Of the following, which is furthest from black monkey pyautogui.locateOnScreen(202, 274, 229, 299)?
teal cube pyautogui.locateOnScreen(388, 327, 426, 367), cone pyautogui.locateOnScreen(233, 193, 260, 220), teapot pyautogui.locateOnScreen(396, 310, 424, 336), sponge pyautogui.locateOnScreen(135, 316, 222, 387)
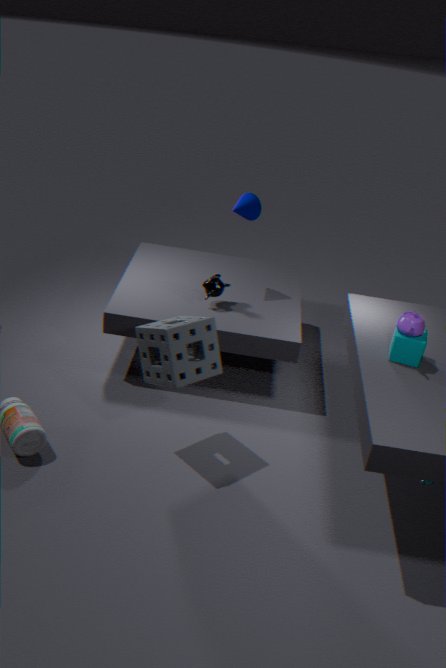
teapot pyautogui.locateOnScreen(396, 310, 424, 336)
